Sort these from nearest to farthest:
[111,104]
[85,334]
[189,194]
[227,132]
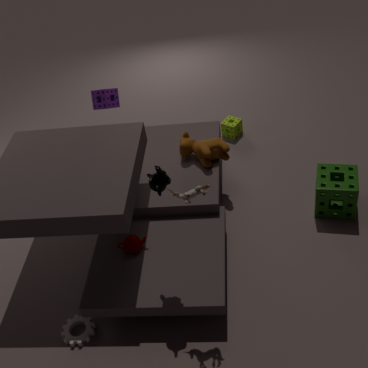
[189,194]
[85,334]
[111,104]
[227,132]
